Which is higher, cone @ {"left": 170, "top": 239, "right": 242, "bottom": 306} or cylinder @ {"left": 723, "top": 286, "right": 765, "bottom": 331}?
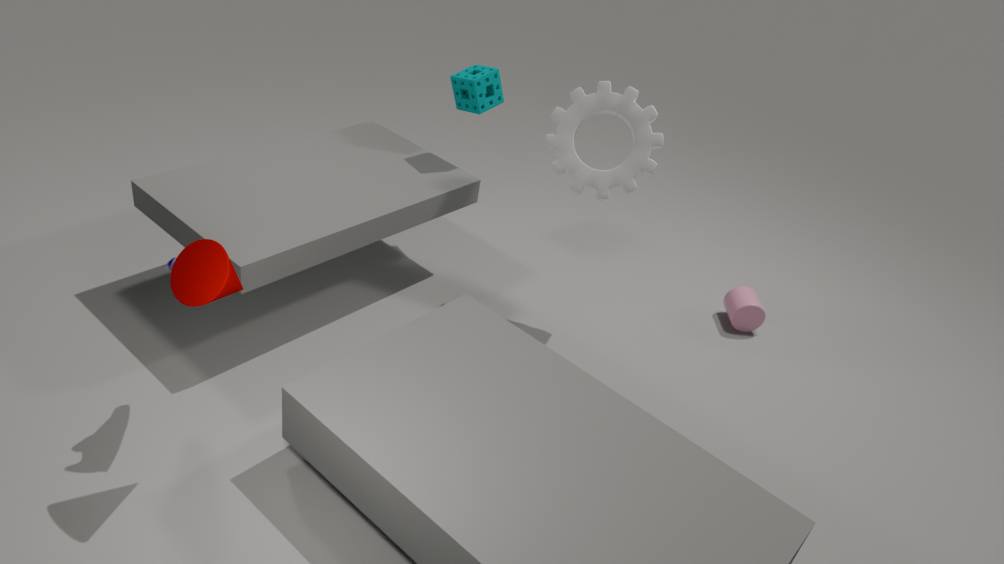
cone @ {"left": 170, "top": 239, "right": 242, "bottom": 306}
